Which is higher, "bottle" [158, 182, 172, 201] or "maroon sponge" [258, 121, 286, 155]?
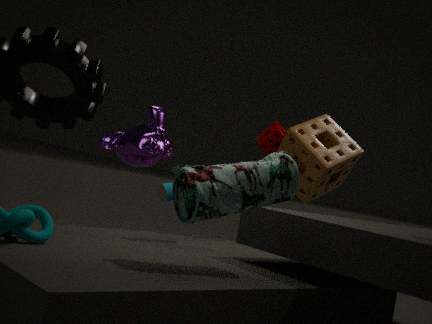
"maroon sponge" [258, 121, 286, 155]
